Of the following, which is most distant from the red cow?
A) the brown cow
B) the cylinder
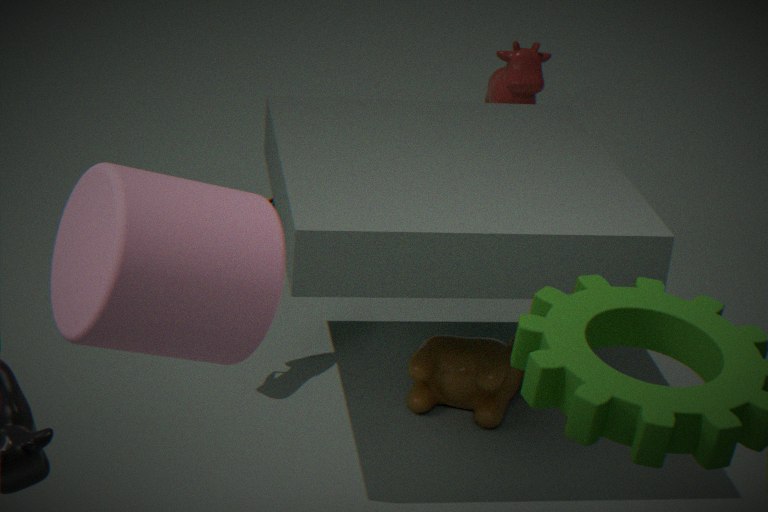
the cylinder
